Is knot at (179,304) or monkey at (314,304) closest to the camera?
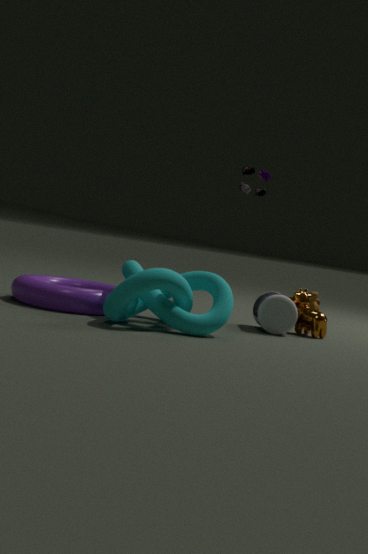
knot at (179,304)
